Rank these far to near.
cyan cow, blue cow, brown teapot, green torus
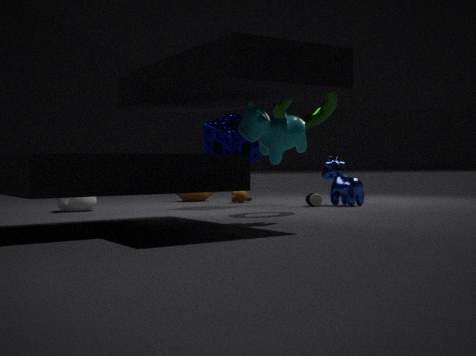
brown teapot
blue cow
green torus
cyan cow
